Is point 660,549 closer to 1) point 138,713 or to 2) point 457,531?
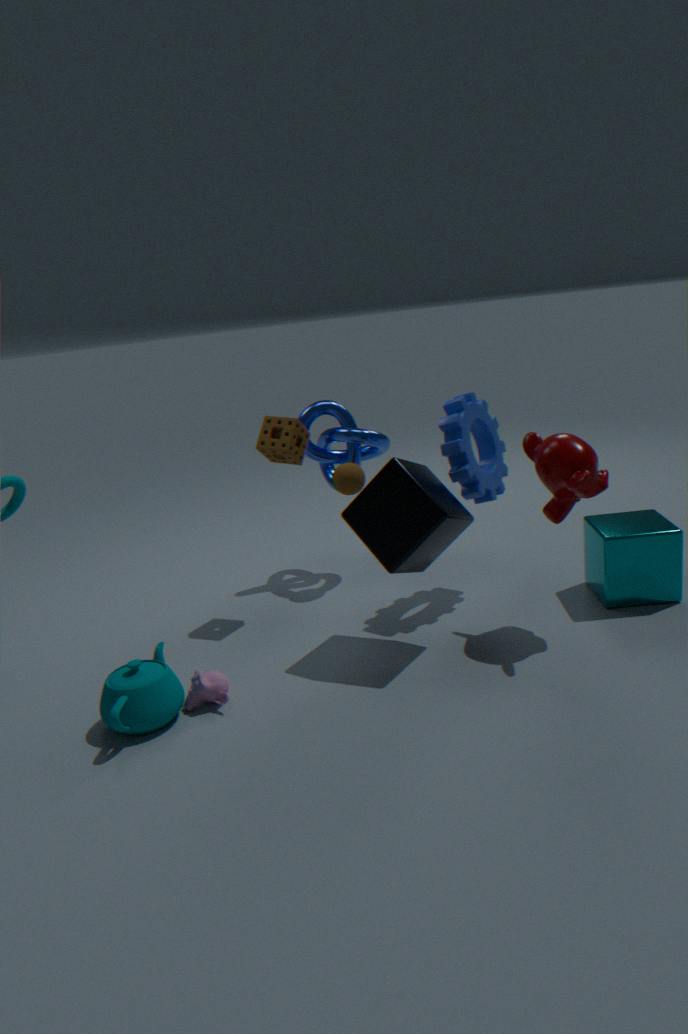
2) point 457,531
